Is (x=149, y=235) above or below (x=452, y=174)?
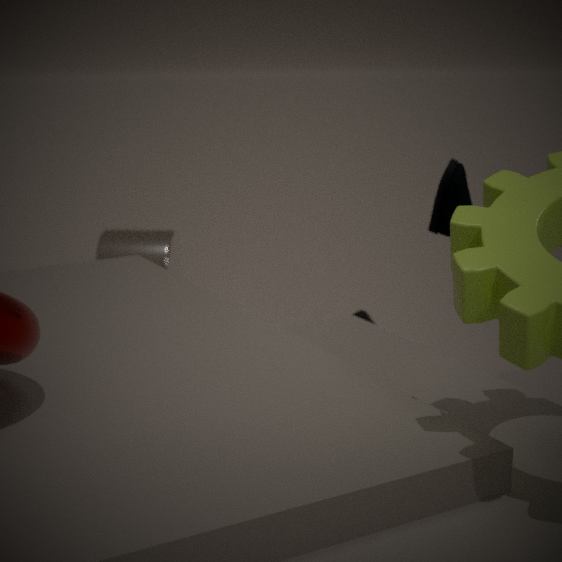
below
